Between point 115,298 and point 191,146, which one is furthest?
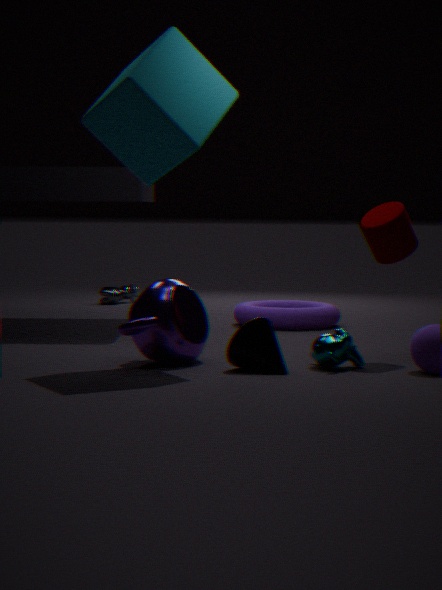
point 115,298
